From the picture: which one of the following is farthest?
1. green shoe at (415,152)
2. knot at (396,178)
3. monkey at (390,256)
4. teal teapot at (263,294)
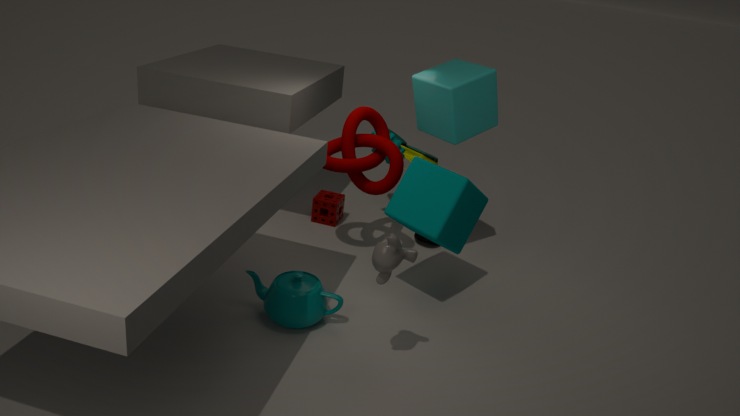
green shoe at (415,152)
